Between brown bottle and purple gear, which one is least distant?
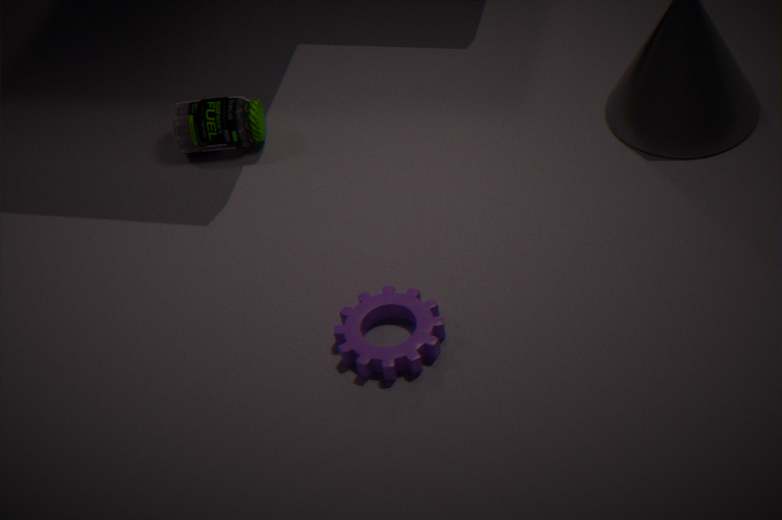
purple gear
